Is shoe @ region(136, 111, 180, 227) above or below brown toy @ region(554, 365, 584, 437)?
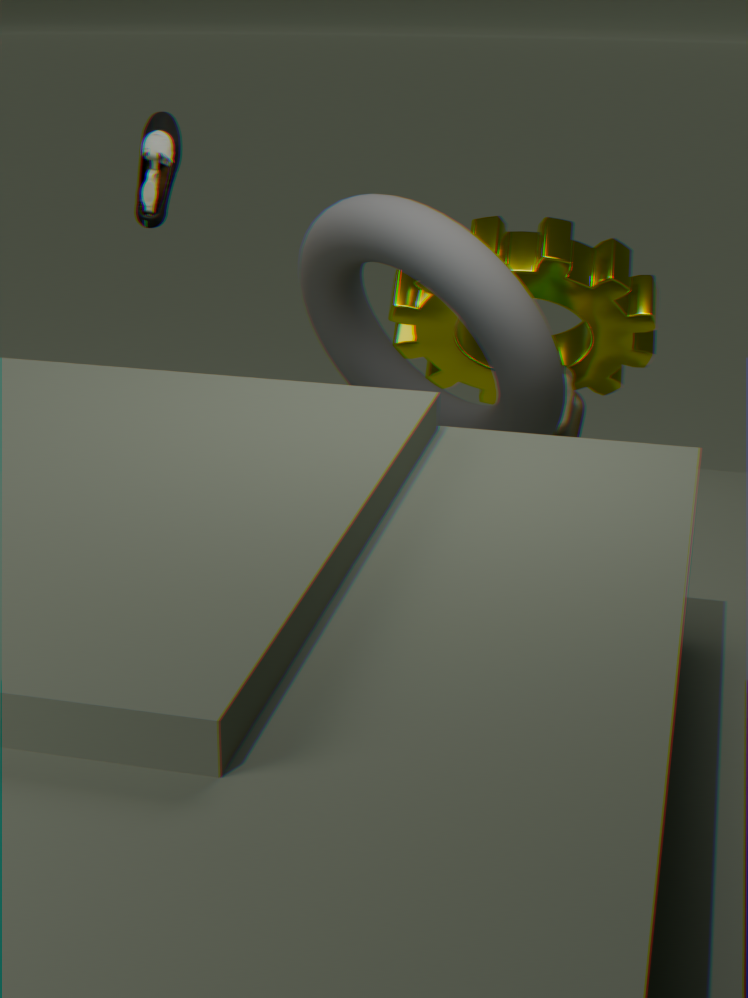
above
